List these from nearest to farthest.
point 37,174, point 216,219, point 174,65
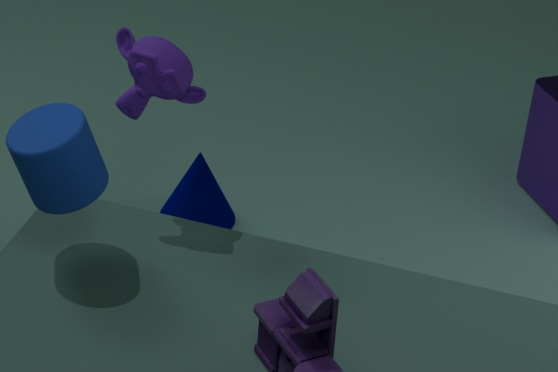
point 37,174, point 174,65, point 216,219
